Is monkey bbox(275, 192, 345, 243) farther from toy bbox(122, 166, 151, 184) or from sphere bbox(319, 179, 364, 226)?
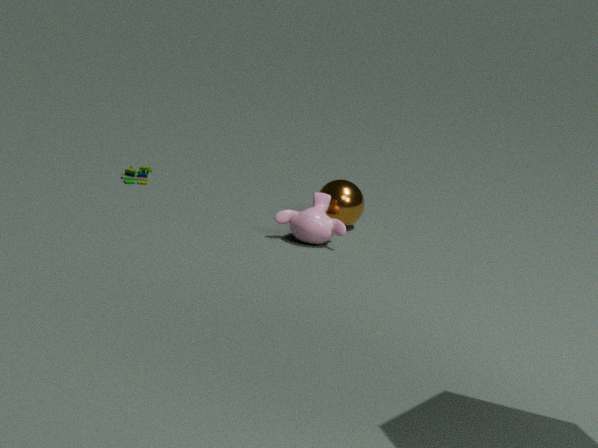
toy bbox(122, 166, 151, 184)
